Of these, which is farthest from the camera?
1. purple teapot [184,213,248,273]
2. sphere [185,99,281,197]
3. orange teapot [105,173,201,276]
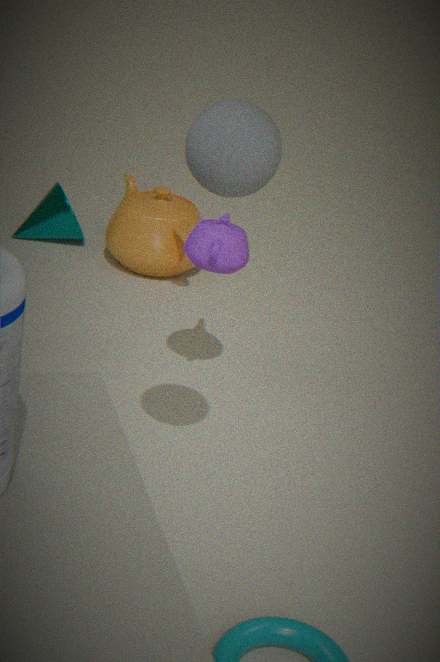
orange teapot [105,173,201,276]
